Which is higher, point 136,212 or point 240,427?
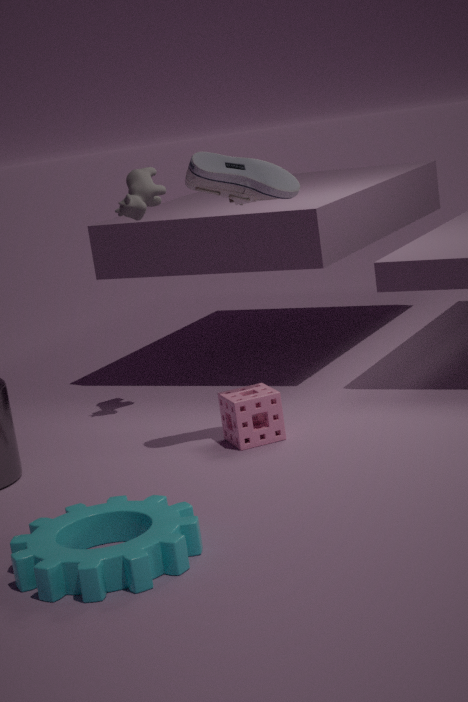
point 136,212
